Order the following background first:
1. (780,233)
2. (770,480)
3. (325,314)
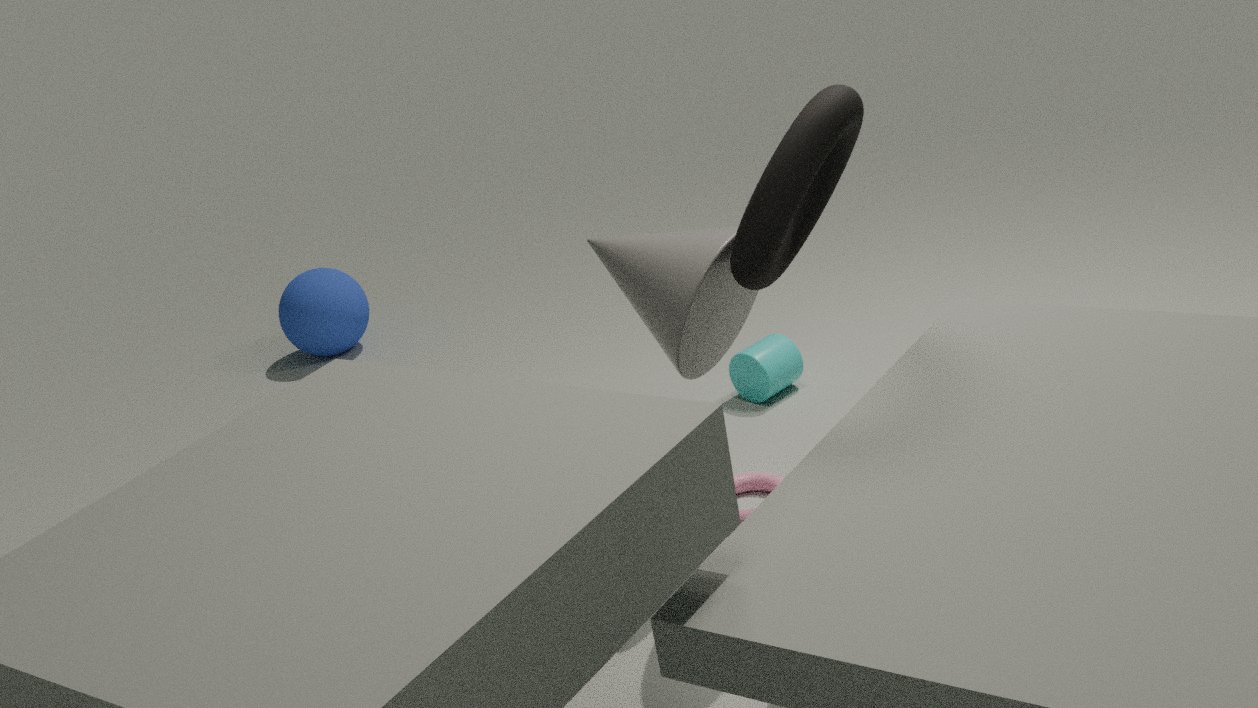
(325,314) → (770,480) → (780,233)
